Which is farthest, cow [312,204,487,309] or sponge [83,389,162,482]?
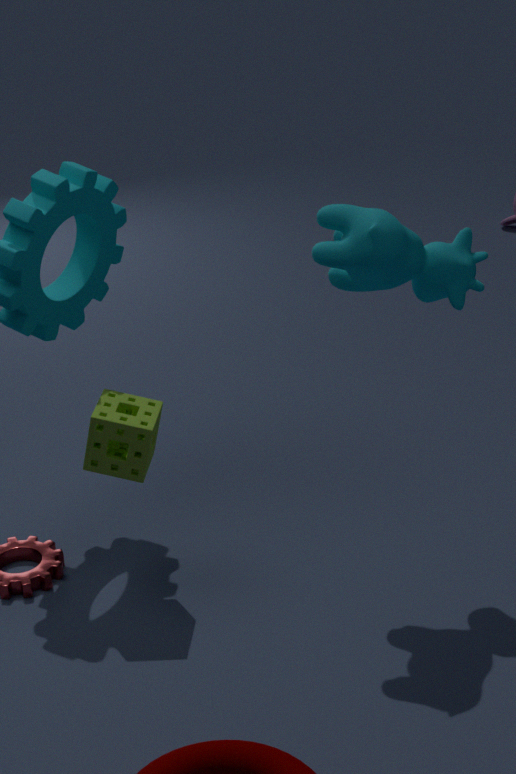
sponge [83,389,162,482]
